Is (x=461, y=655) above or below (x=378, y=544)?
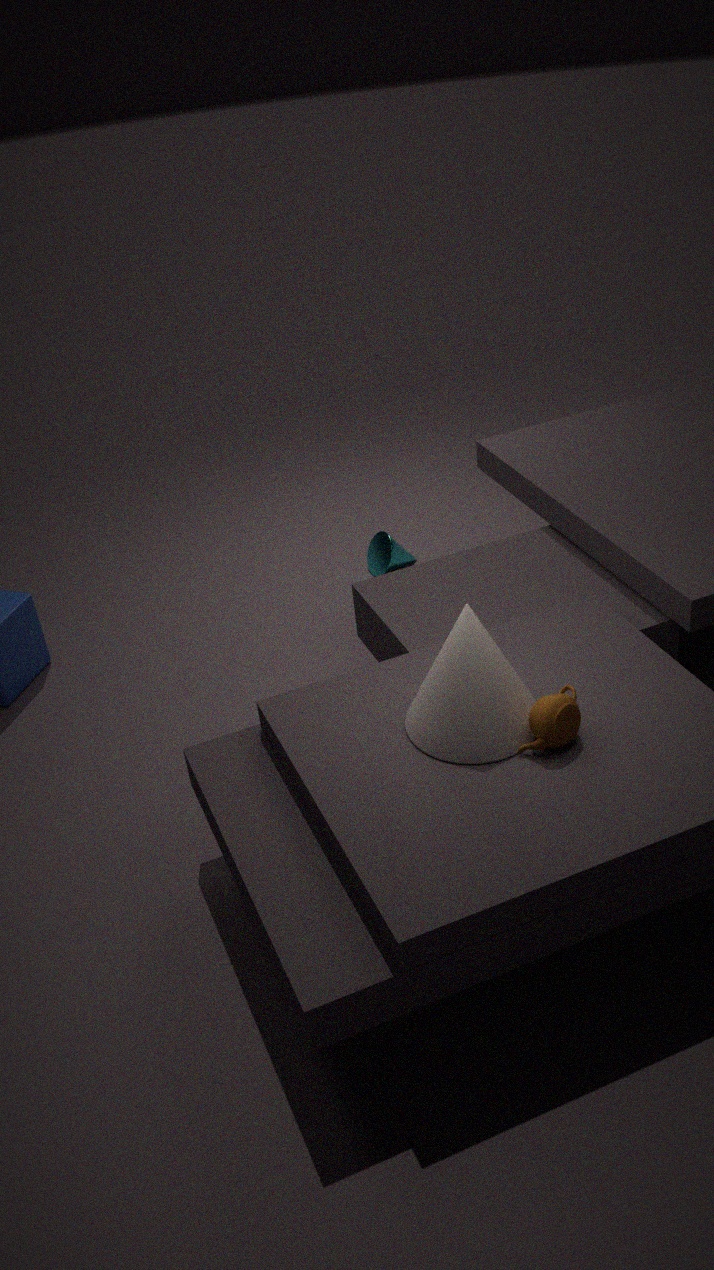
above
